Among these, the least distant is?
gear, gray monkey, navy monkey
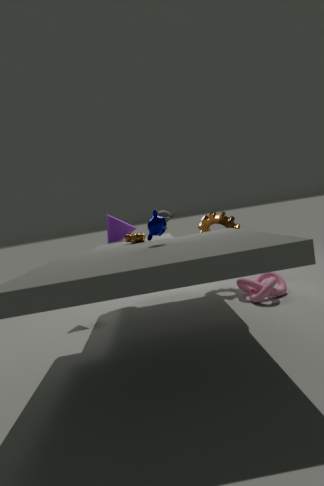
navy monkey
